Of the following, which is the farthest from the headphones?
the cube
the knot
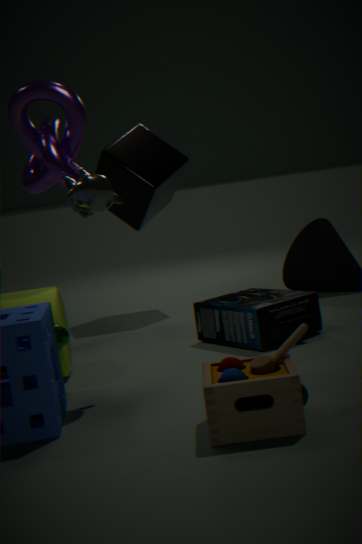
the cube
